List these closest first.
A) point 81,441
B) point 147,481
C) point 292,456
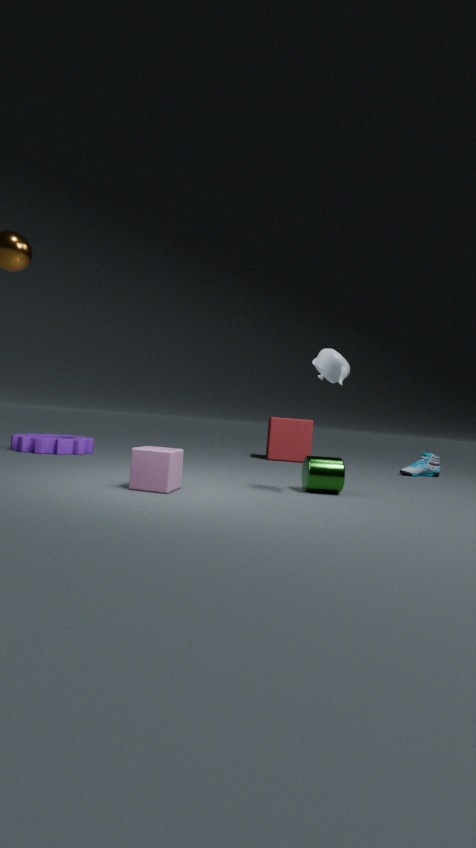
point 147,481
point 81,441
point 292,456
